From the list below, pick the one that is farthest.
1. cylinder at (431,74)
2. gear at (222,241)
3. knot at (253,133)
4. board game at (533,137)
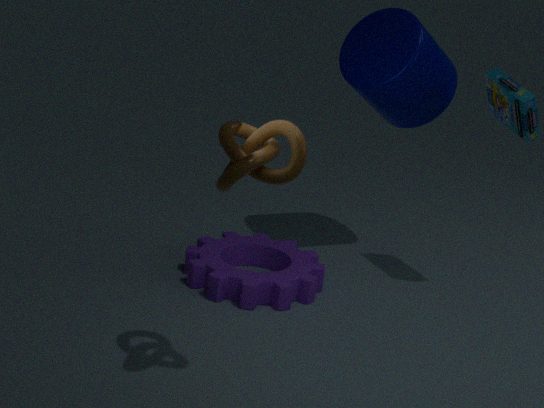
cylinder at (431,74)
